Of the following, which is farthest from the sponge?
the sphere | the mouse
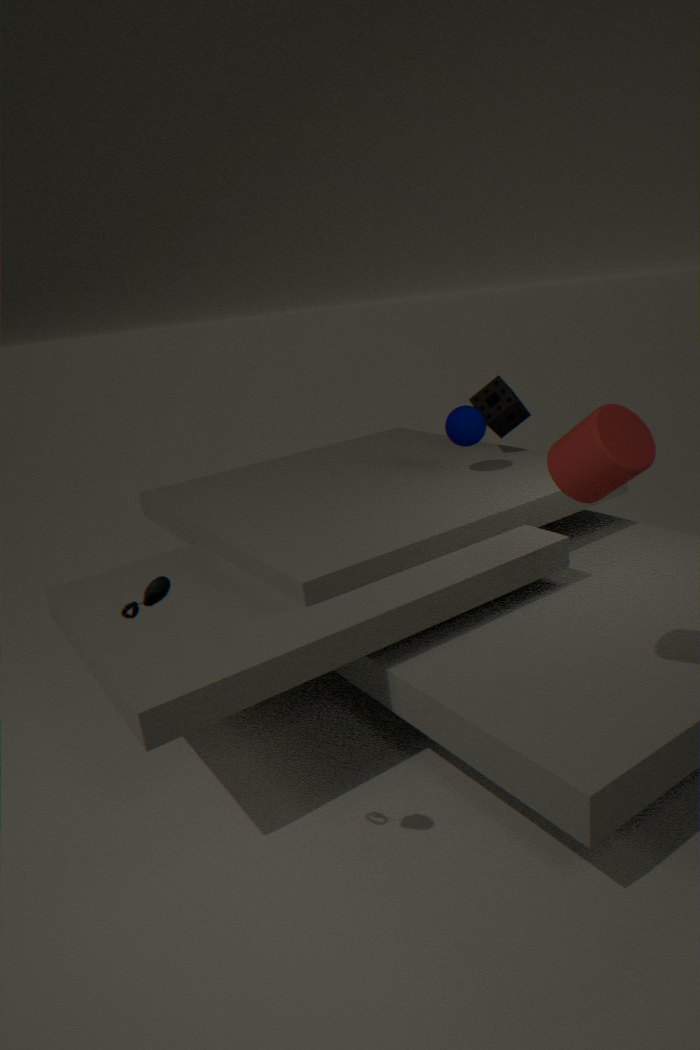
the mouse
